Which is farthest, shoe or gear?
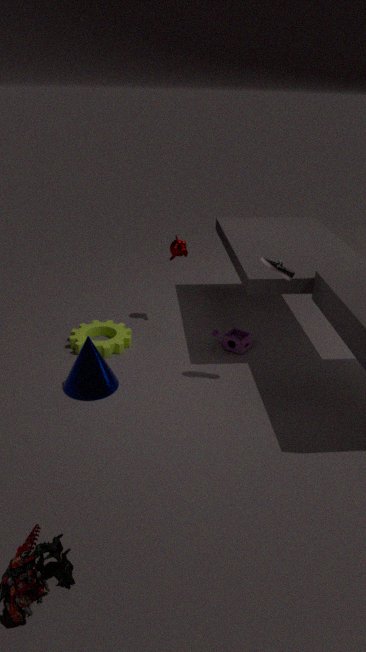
gear
